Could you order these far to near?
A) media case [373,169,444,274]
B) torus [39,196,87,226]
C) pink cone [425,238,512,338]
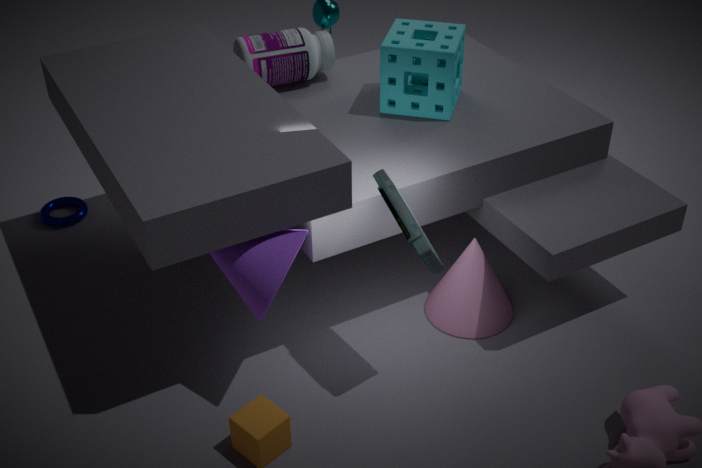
torus [39,196,87,226] < pink cone [425,238,512,338] < media case [373,169,444,274]
